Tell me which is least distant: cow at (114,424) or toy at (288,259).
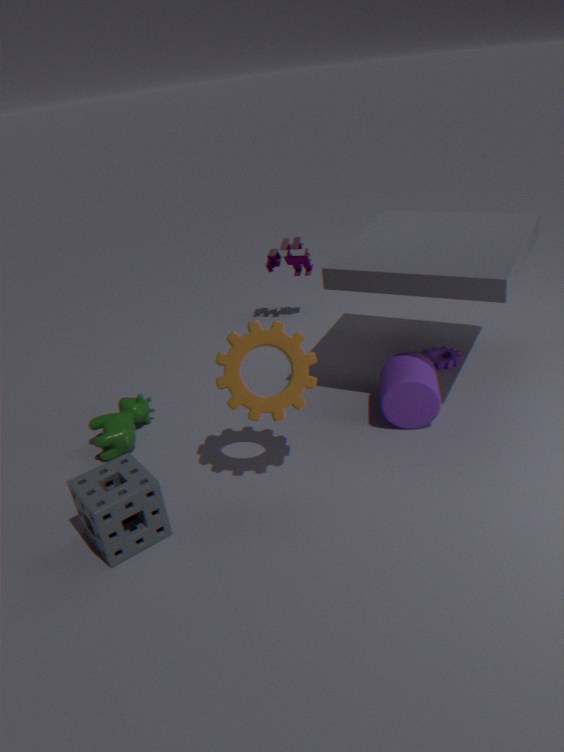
cow at (114,424)
